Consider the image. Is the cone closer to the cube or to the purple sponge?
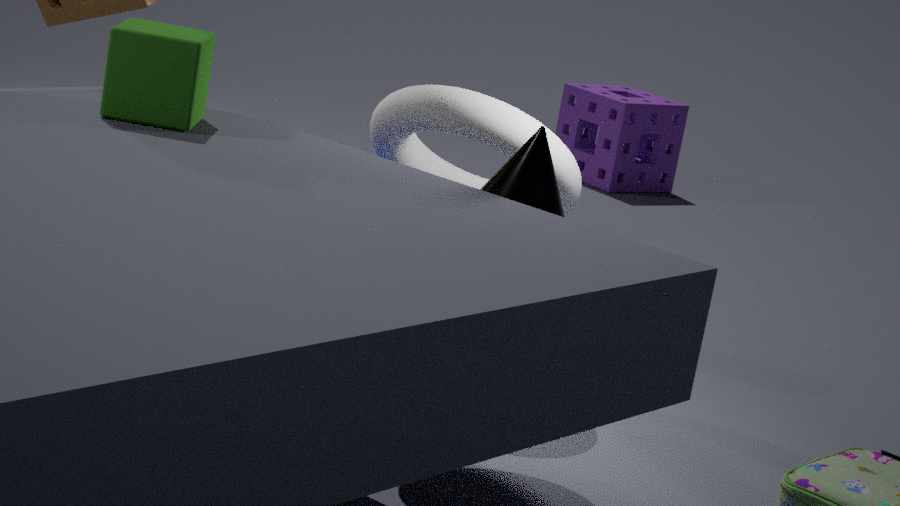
the cube
